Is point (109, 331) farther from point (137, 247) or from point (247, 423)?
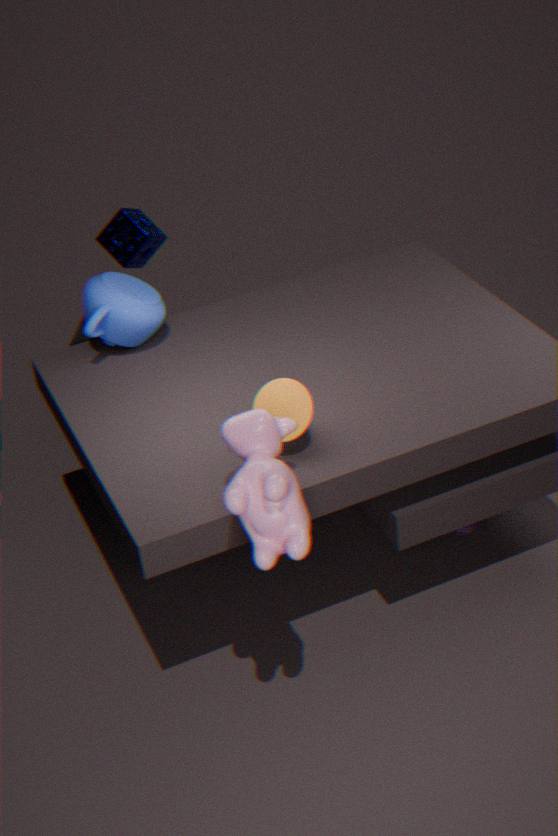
point (247, 423)
